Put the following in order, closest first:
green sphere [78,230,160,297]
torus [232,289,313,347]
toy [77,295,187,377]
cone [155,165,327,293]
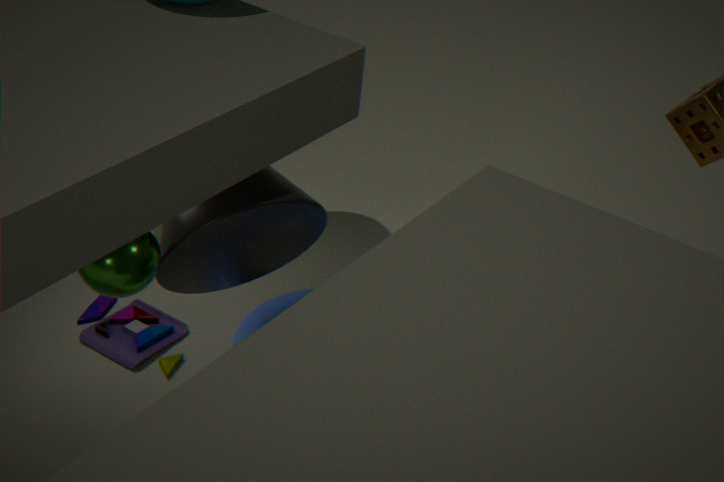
green sphere [78,230,160,297]
cone [155,165,327,293]
toy [77,295,187,377]
torus [232,289,313,347]
